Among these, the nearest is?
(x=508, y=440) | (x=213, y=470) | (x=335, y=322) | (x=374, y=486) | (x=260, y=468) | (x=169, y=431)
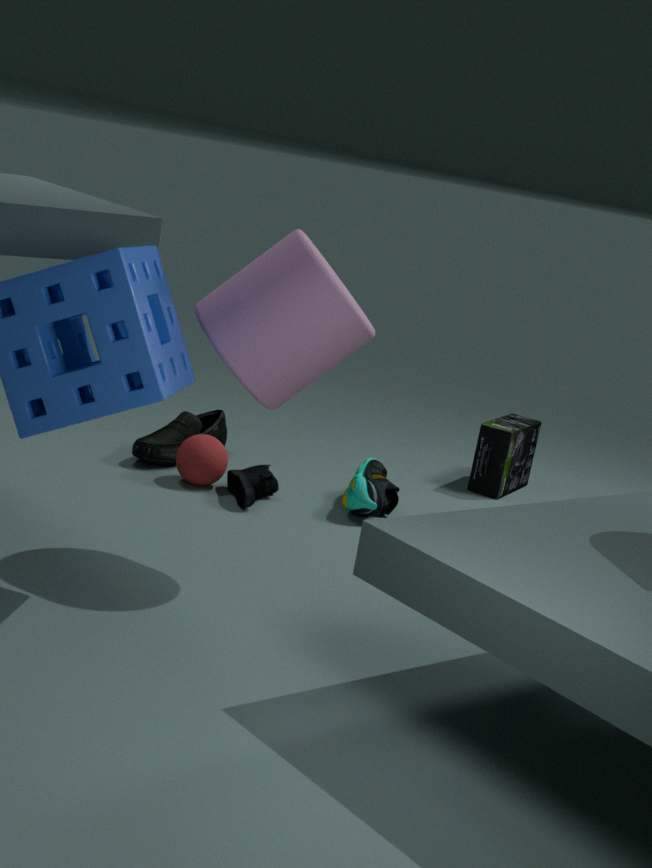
(x=335, y=322)
